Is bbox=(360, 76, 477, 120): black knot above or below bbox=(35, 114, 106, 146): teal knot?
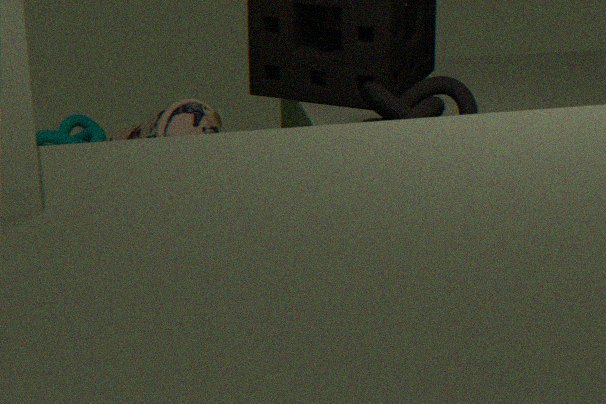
above
